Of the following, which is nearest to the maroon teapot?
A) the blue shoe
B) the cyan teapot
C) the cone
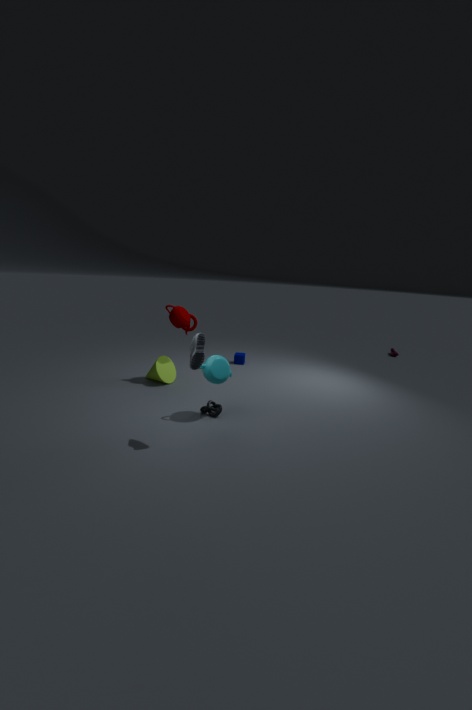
the cone
